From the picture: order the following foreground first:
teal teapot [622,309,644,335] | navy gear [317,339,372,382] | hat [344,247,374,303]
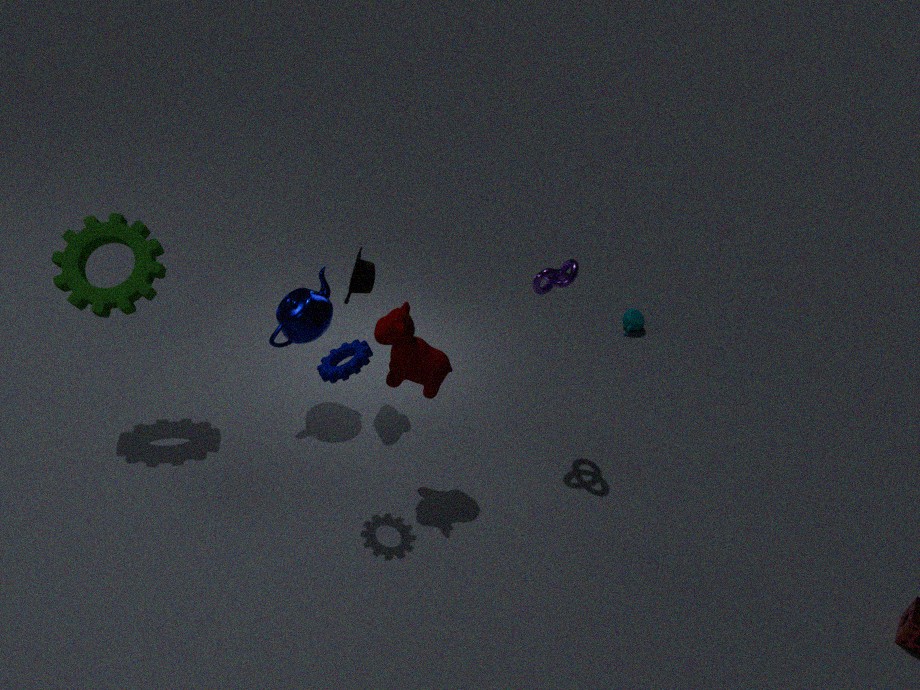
1. navy gear [317,339,372,382]
2. hat [344,247,374,303]
3. teal teapot [622,309,644,335]
